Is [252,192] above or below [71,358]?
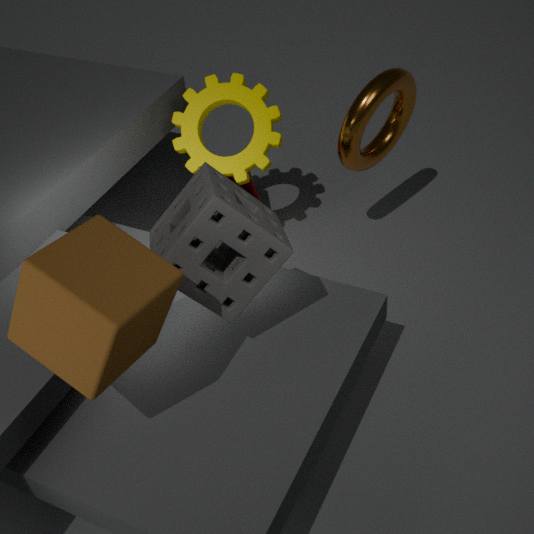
below
